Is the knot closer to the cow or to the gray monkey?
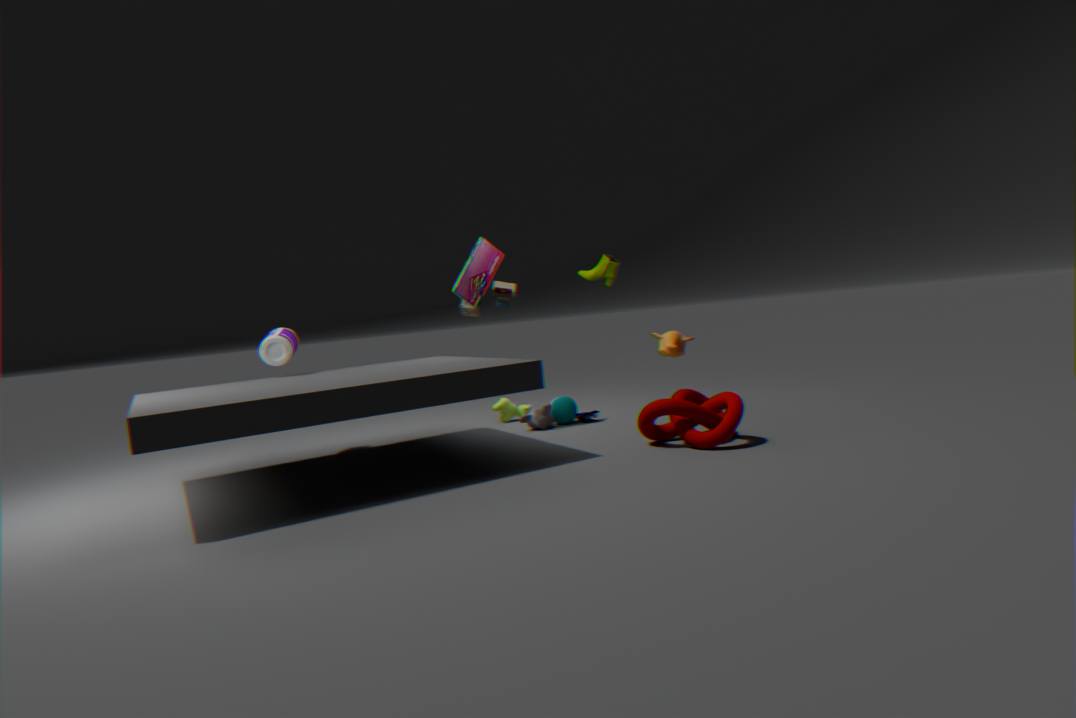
the gray monkey
